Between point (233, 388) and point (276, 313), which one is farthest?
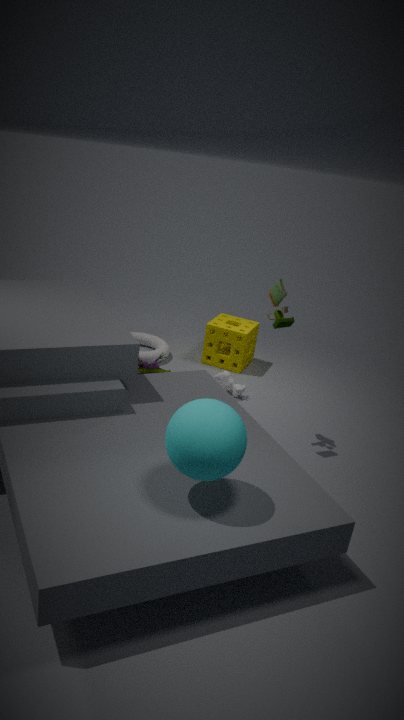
point (233, 388)
